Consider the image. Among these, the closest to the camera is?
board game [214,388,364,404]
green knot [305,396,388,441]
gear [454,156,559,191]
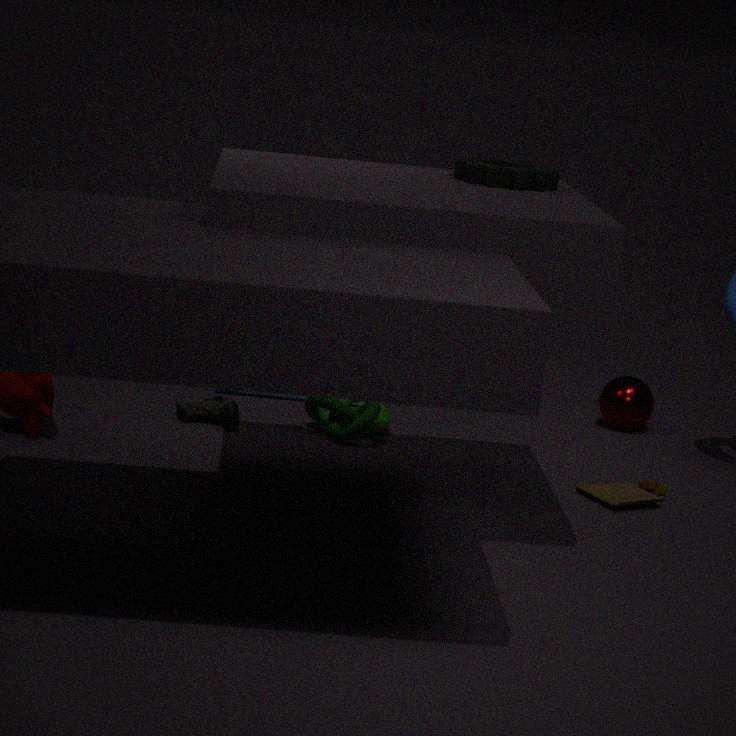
board game [214,388,364,404]
